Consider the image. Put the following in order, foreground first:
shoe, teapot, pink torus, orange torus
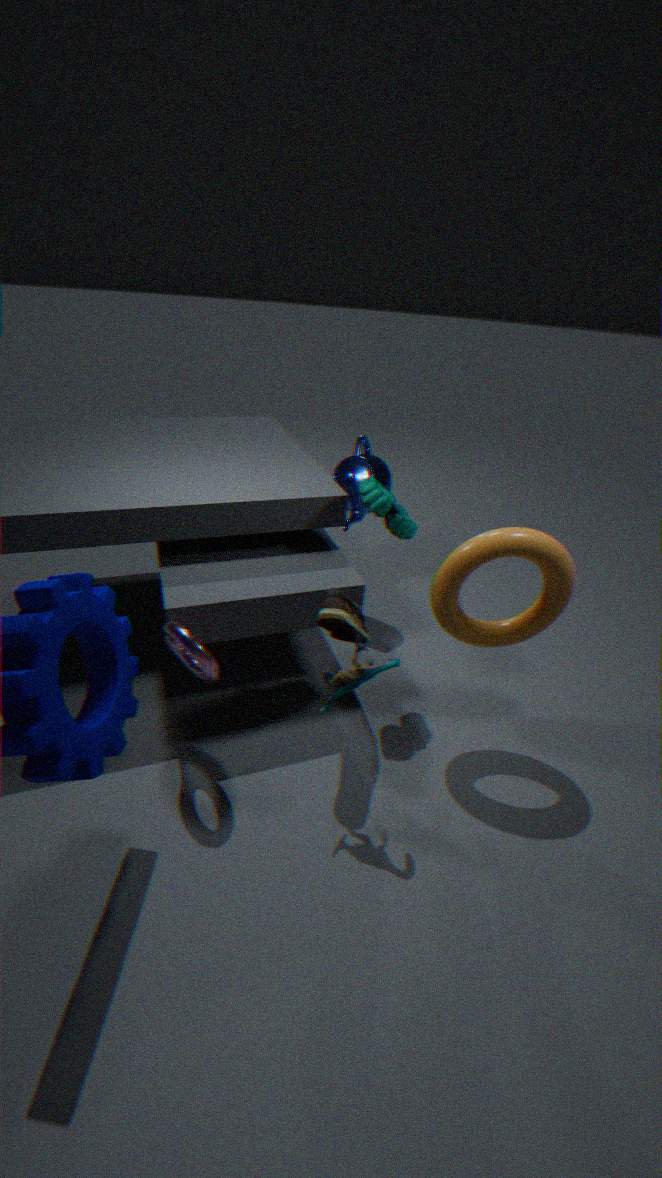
pink torus
shoe
orange torus
teapot
